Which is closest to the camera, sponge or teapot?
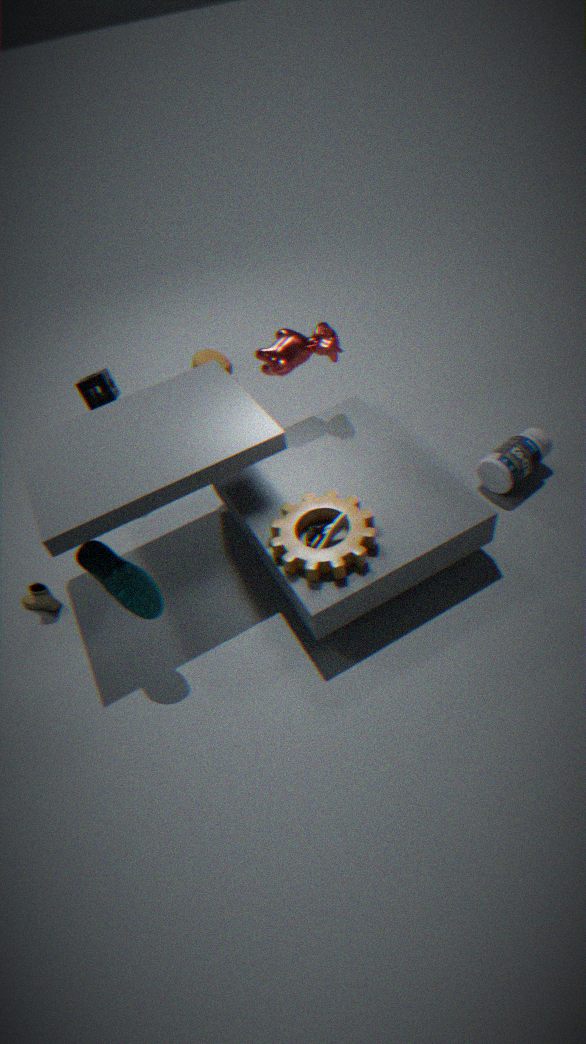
sponge
